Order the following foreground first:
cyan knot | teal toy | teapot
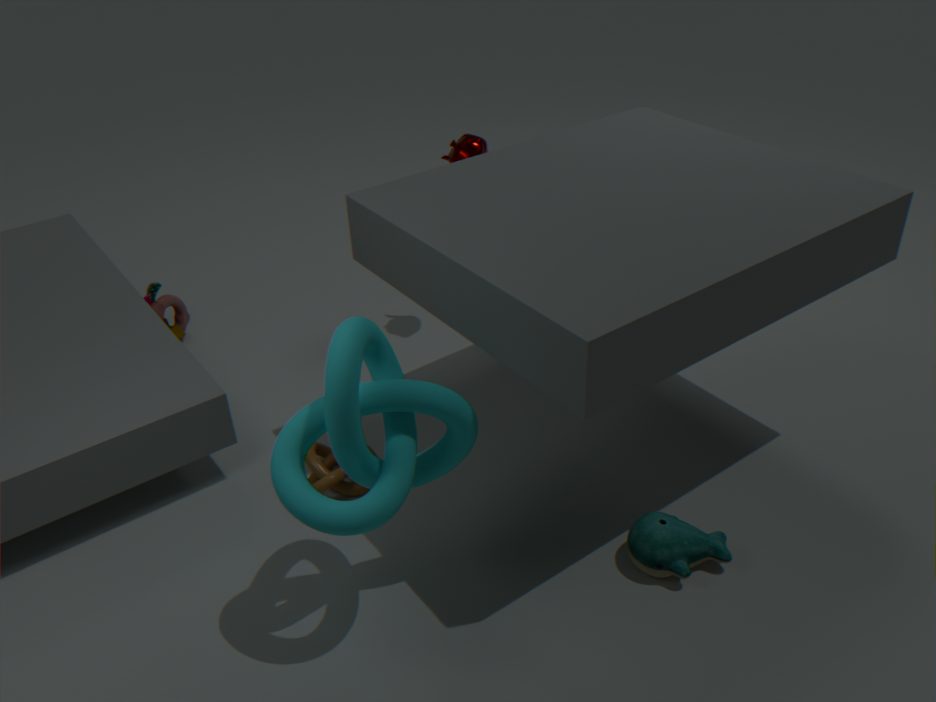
1. cyan knot
2. teal toy
3. teapot
